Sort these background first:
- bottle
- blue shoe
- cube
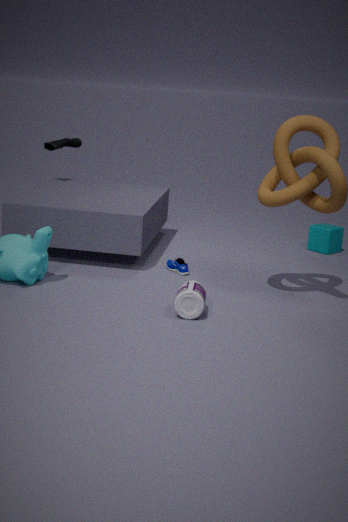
cube, blue shoe, bottle
